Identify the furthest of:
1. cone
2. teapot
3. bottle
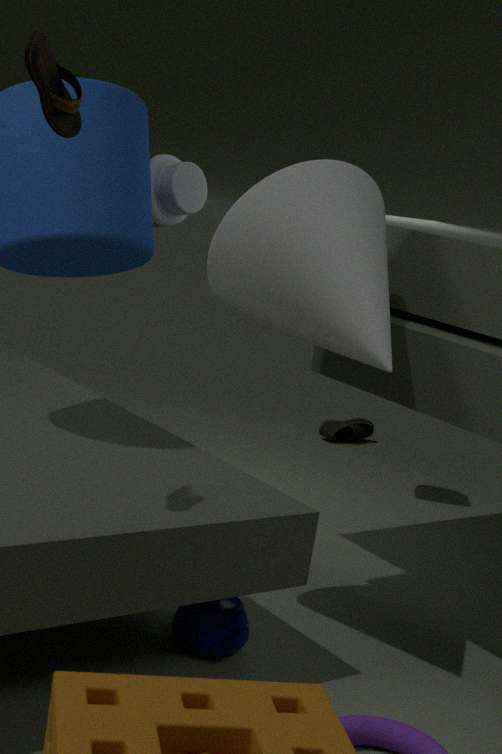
bottle
